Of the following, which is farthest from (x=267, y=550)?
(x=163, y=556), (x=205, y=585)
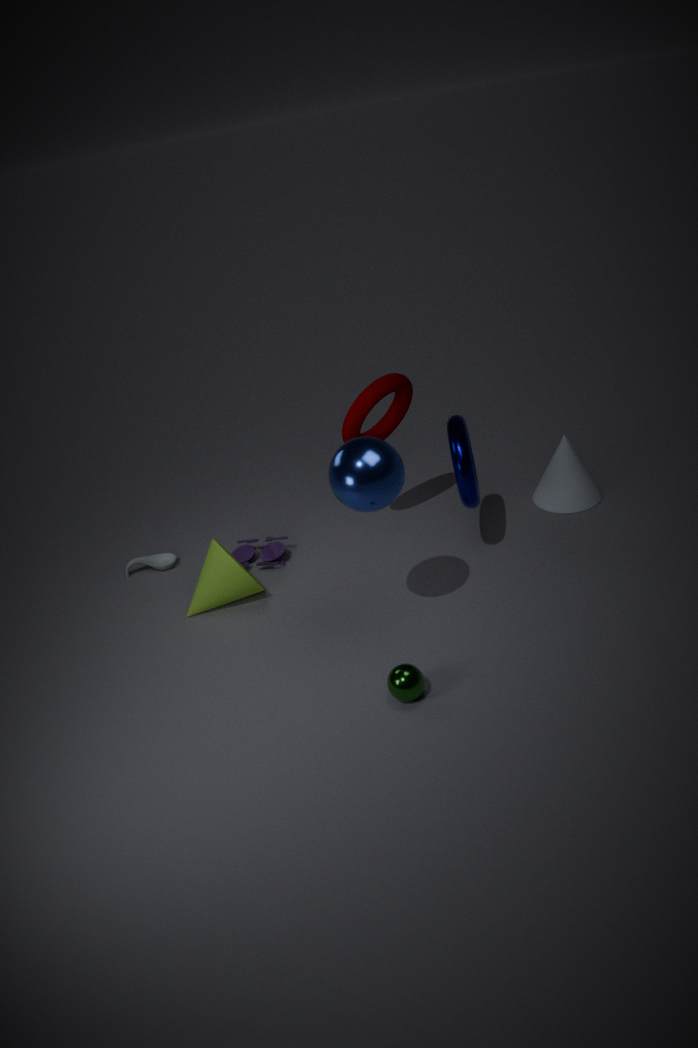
(x=163, y=556)
